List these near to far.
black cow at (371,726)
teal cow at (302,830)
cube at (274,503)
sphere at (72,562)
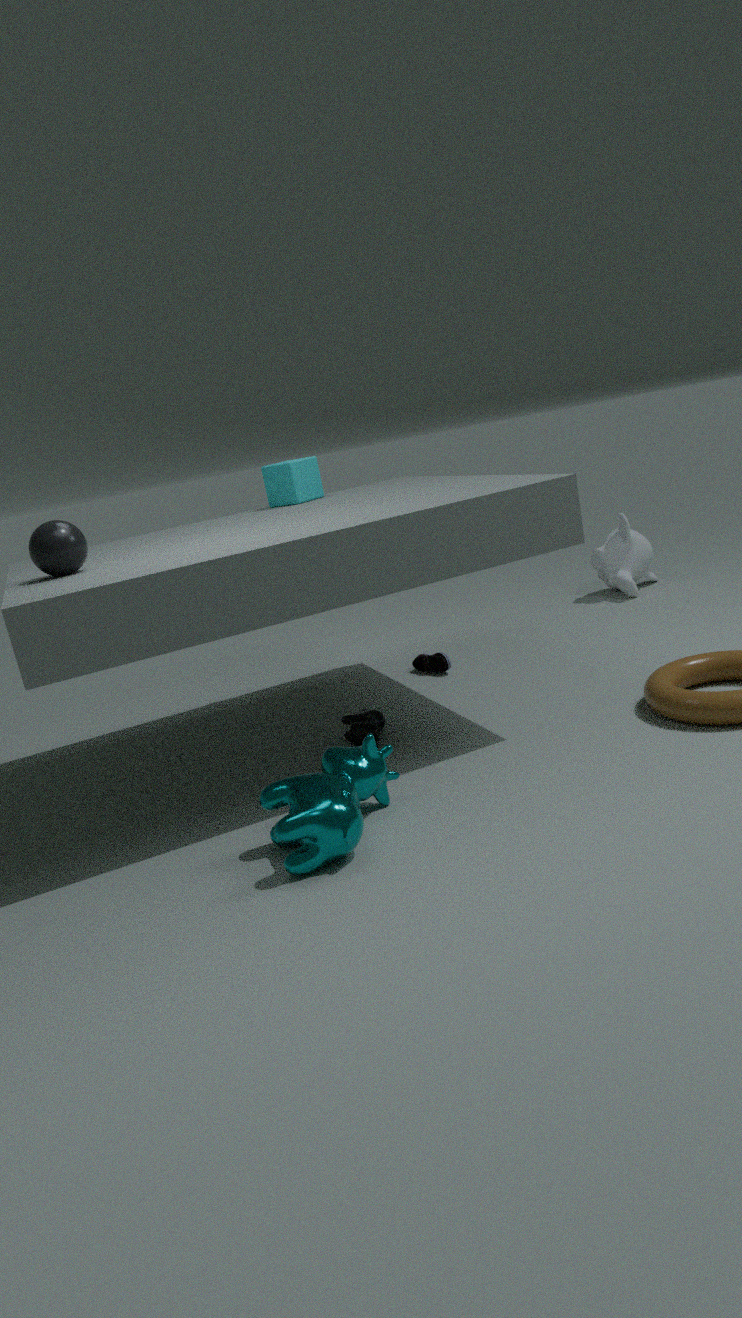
teal cow at (302,830) < sphere at (72,562) < black cow at (371,726) < cube at (274,503)
